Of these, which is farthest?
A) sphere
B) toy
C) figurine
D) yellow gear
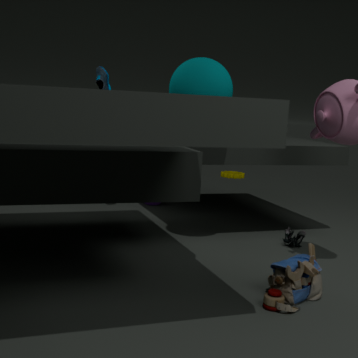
yellow gear
